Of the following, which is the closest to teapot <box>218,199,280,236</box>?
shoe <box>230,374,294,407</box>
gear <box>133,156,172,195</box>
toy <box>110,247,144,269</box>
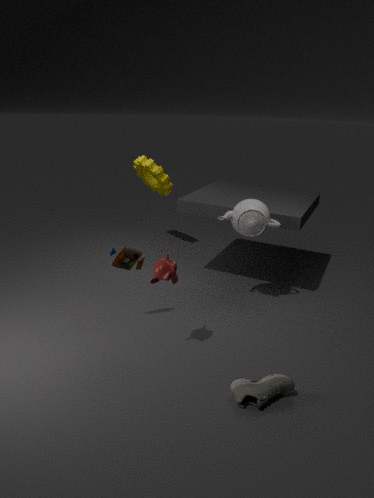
toy <box>110,247,144,269</box>
